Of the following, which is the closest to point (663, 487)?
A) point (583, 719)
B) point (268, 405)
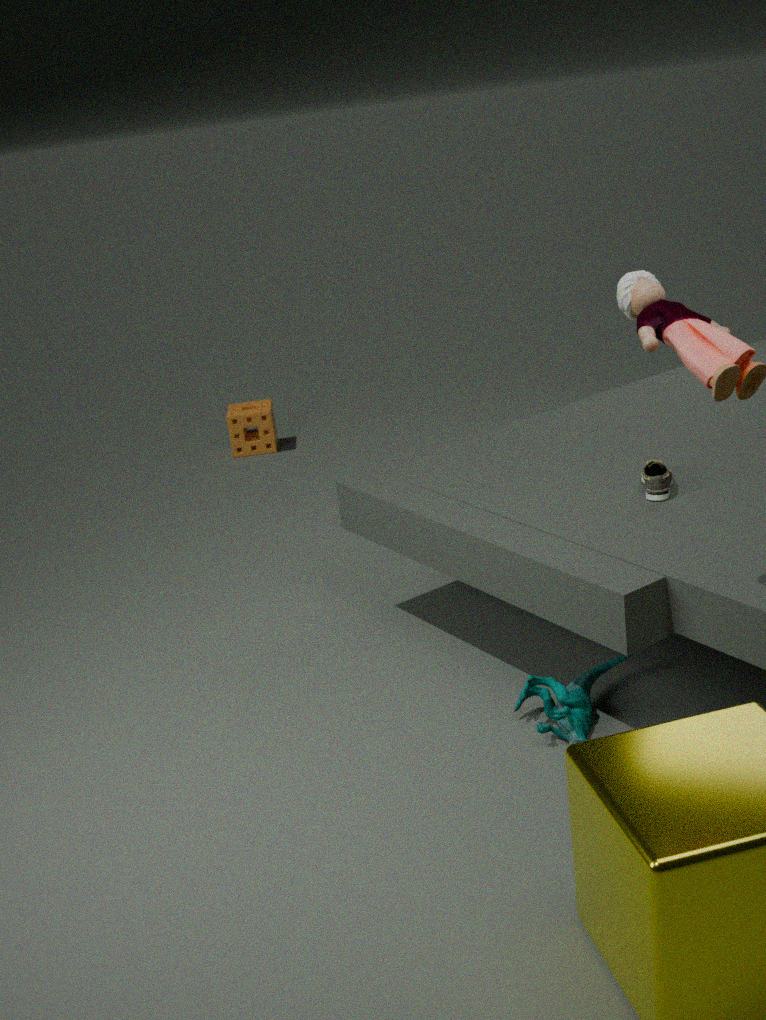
point (583, 719)
